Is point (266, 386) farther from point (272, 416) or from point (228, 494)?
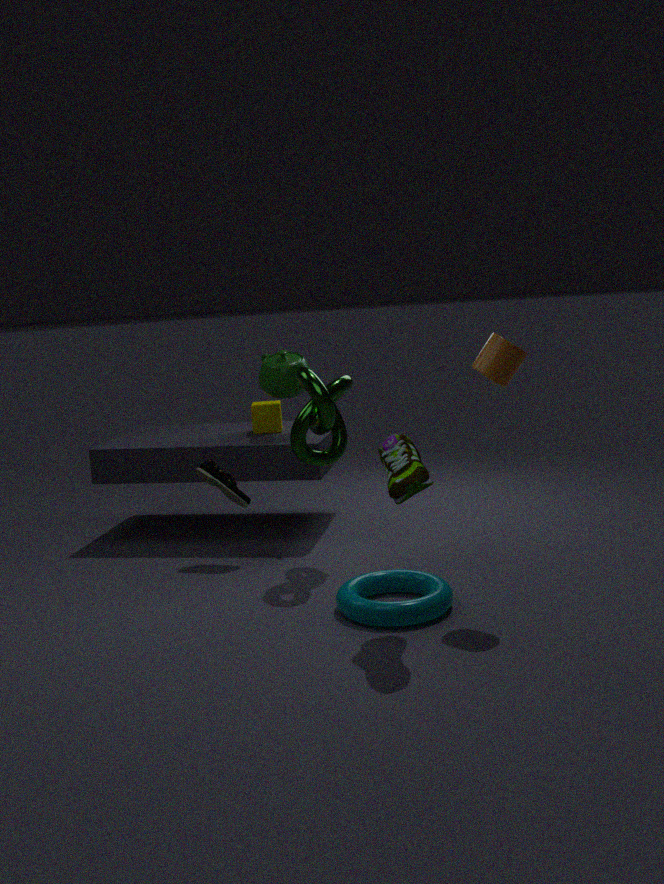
point (228, 494)
